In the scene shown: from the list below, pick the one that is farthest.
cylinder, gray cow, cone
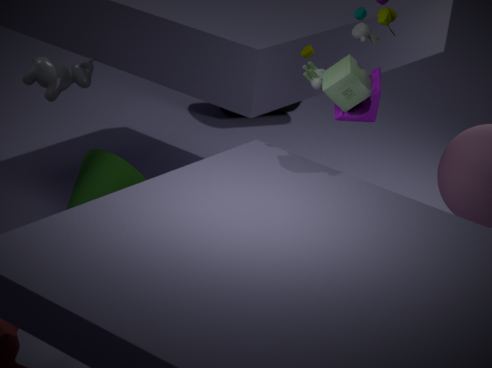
cylinder
